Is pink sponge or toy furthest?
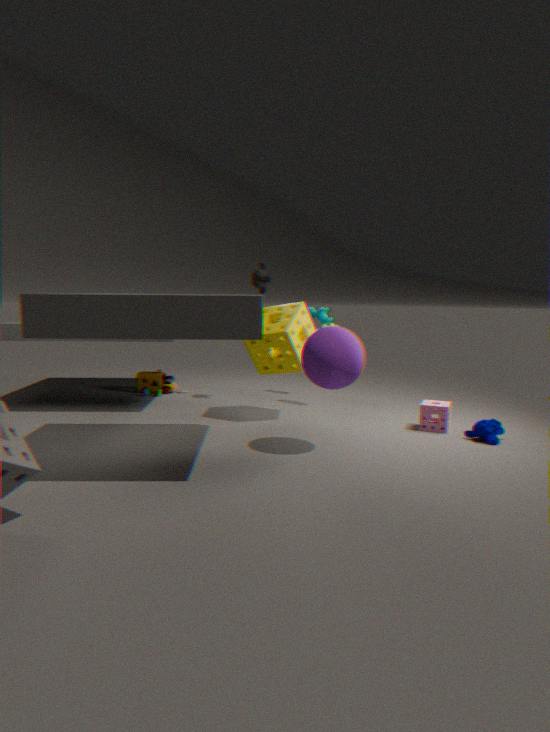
toy
